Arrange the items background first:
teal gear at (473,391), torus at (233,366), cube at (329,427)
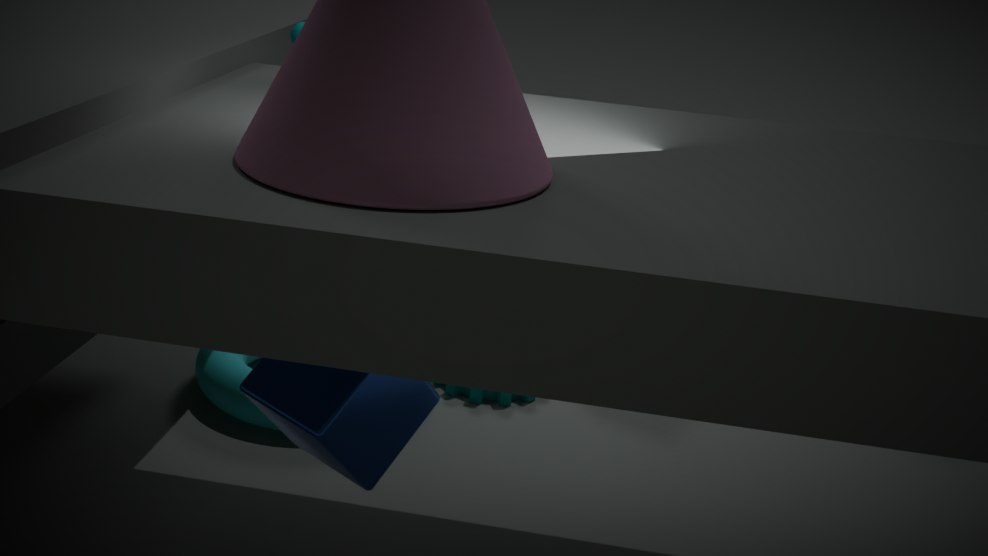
1. teal gear at (473,391)
2. torus at (233,366)
3. cube at (329,427)
